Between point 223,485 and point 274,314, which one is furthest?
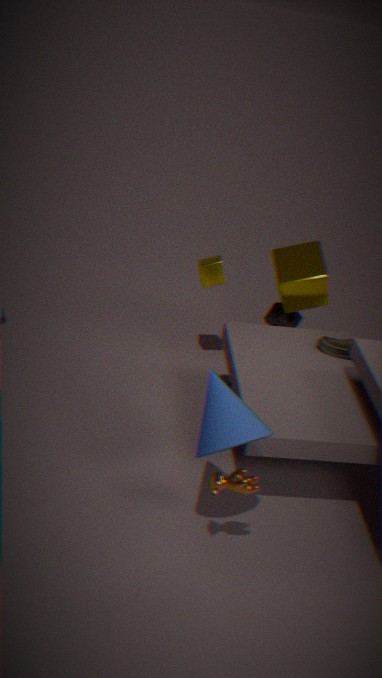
point 274,314
